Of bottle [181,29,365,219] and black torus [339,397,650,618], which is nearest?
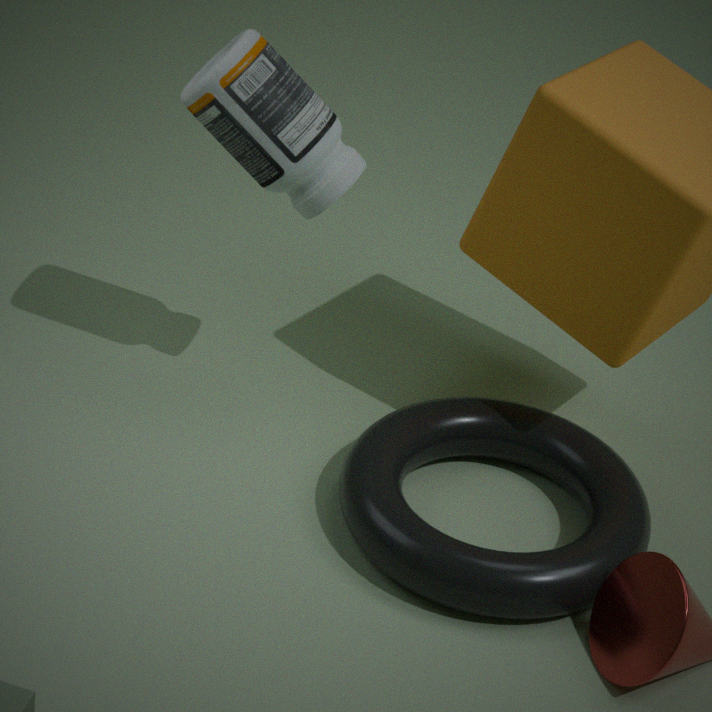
black torus [339,397,650,618]
